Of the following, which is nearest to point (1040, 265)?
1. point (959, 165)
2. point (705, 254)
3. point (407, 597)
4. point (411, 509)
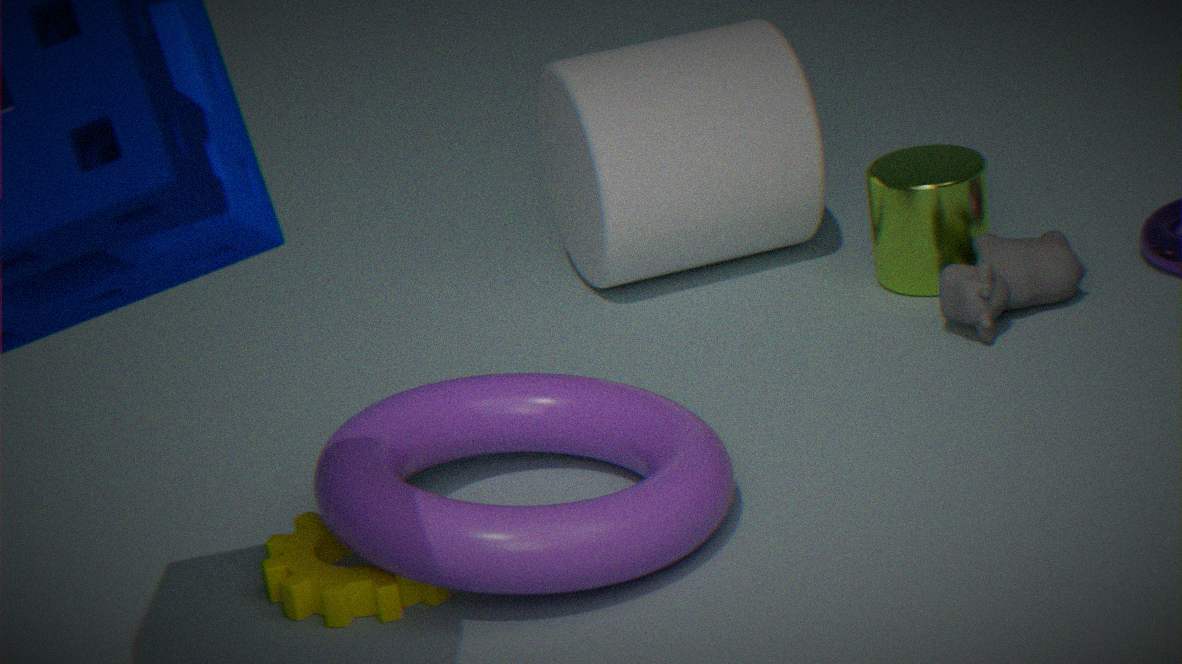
point (959, 165)
